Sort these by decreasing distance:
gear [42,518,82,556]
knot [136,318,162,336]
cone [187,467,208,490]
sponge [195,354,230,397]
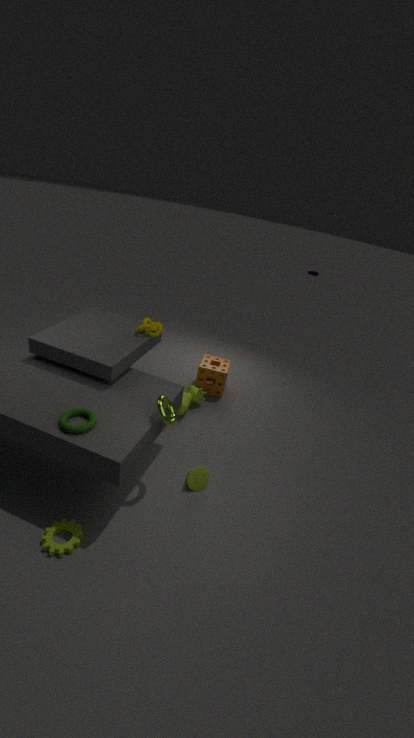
sponge [195,354,230,397], knot [136,318,162,336], cone [187,467,208,490], gear [42,518,82,556]
